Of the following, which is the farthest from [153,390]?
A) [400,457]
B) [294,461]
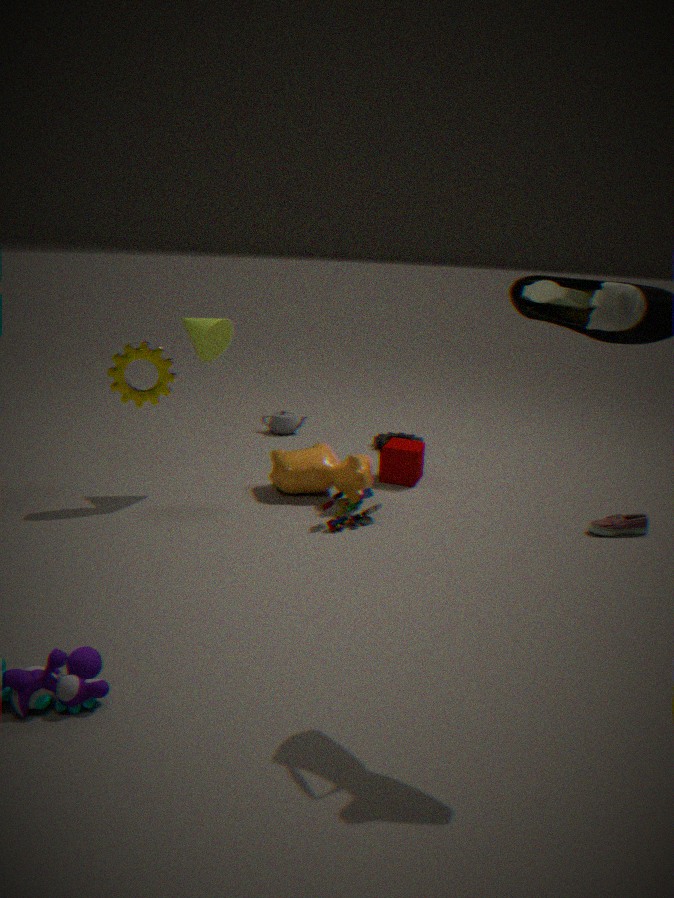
[400,457]
